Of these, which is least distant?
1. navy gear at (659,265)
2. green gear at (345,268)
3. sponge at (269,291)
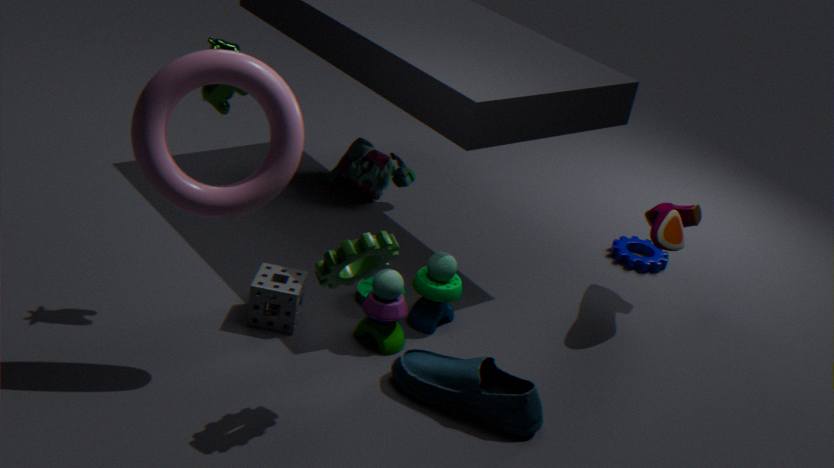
green gear at (345,268)
